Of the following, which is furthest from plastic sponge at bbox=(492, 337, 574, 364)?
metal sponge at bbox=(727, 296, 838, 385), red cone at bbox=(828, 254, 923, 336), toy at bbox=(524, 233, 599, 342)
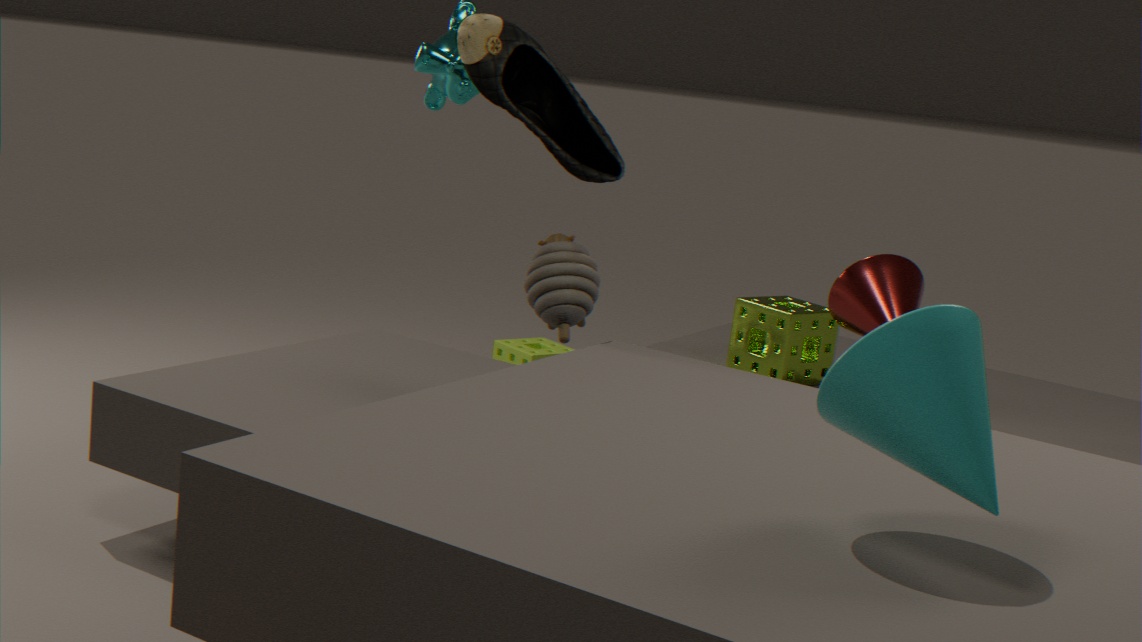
toy at bbox=(524, 233, 599, 342)
